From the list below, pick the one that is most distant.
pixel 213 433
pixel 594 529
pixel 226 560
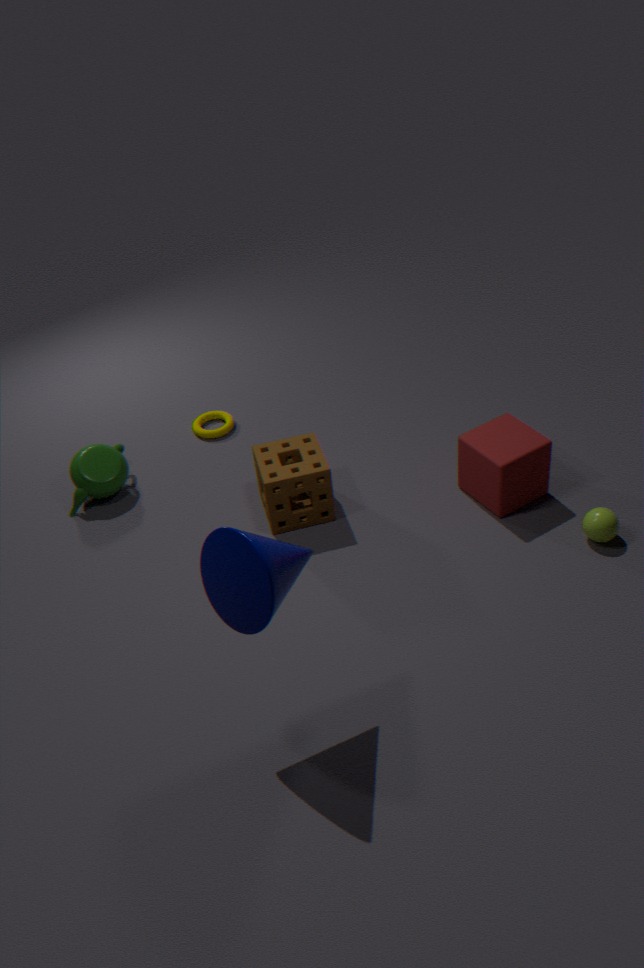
pixel 213 433
